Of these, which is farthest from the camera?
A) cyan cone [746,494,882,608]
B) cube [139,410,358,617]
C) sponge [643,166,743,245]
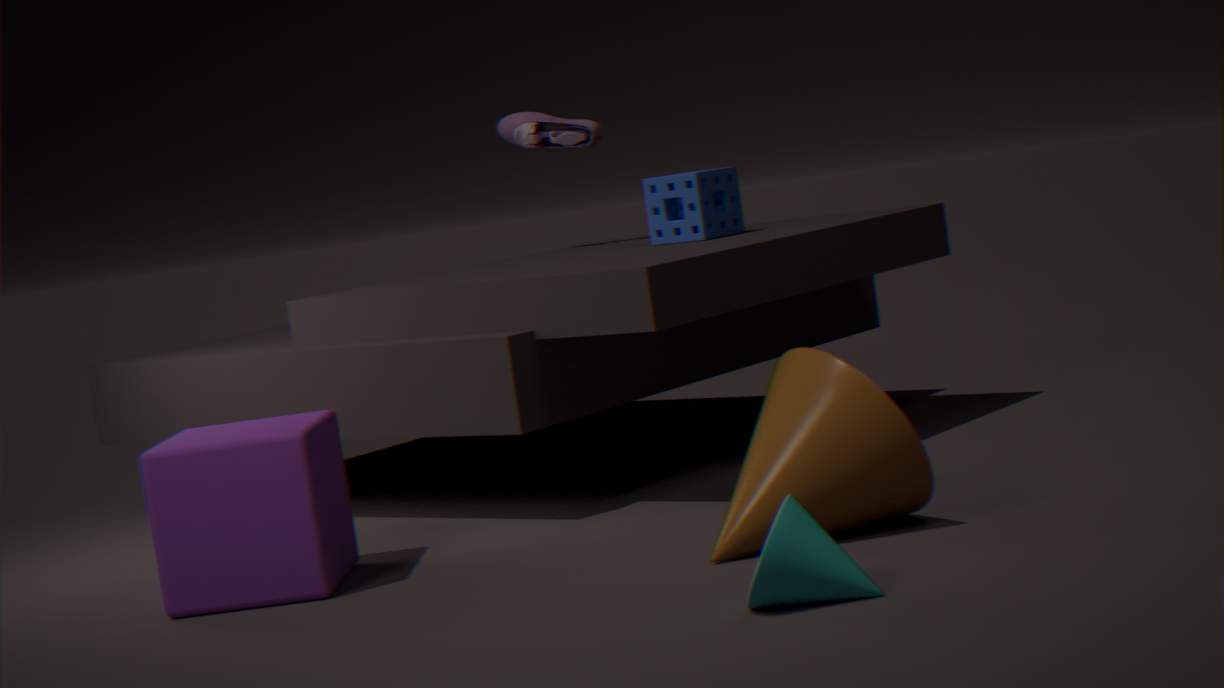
sponge [643,166,743,245]
